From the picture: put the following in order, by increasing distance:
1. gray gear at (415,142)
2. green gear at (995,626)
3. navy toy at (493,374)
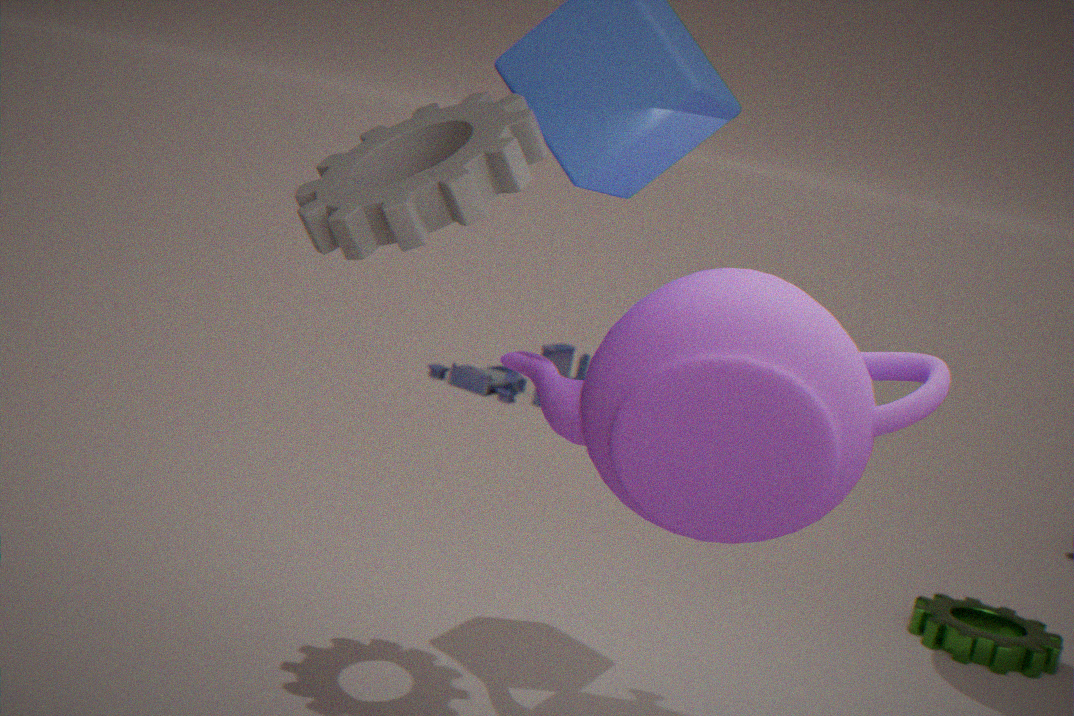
gray gear at (415,142) < green gear at (995,626) < navy toy at (493,374)
